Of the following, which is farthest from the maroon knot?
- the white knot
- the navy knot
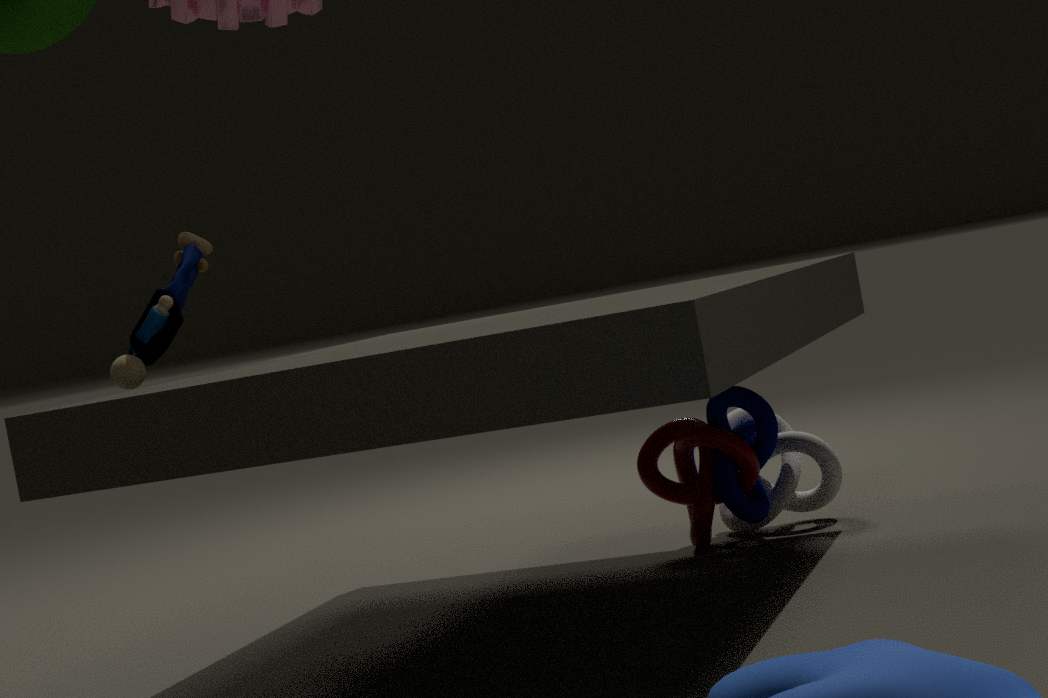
the white knot
